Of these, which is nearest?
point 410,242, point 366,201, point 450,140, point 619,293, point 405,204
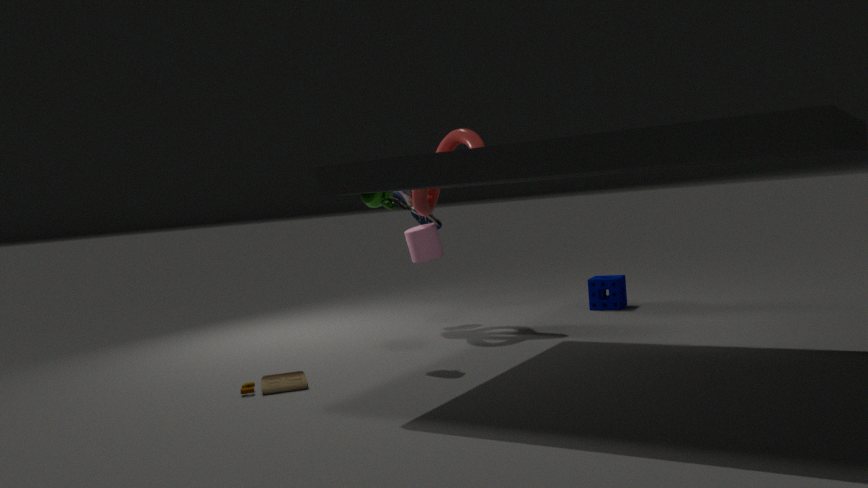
point 366,201
